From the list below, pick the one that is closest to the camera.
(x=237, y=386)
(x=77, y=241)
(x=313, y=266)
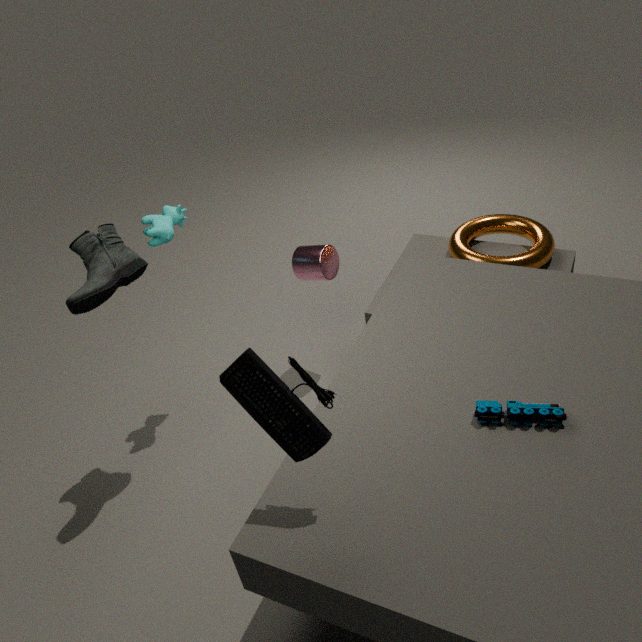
(x=237, y=386)
